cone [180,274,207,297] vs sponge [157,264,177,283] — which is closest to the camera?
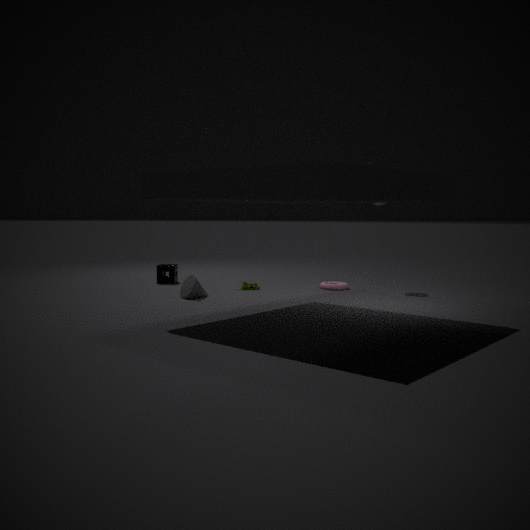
cone [180,274,207,297]
